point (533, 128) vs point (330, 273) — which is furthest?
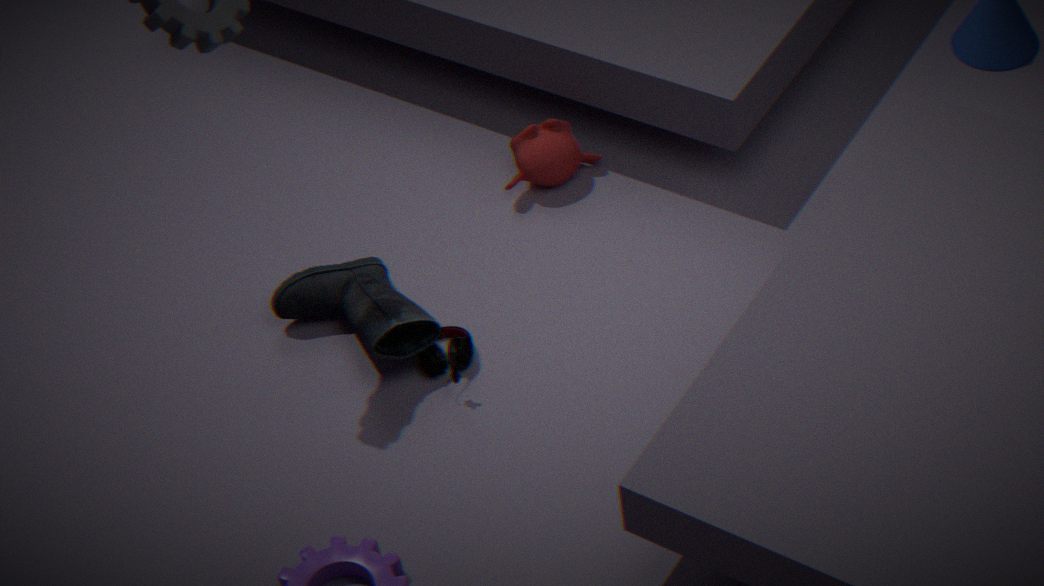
point (533, 128)
